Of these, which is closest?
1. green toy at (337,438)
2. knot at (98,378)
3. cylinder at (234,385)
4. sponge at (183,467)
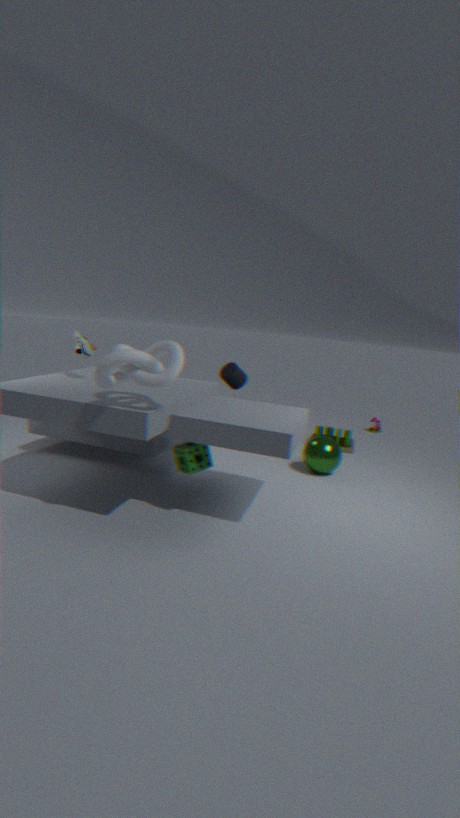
knot at (98,378)
